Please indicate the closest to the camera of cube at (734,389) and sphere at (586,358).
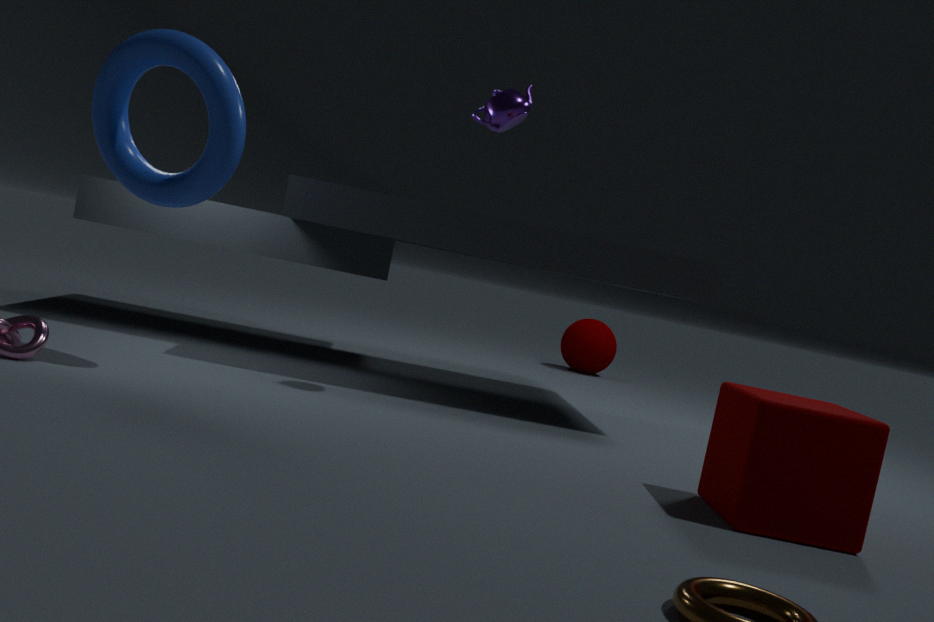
cube at (734,389)
